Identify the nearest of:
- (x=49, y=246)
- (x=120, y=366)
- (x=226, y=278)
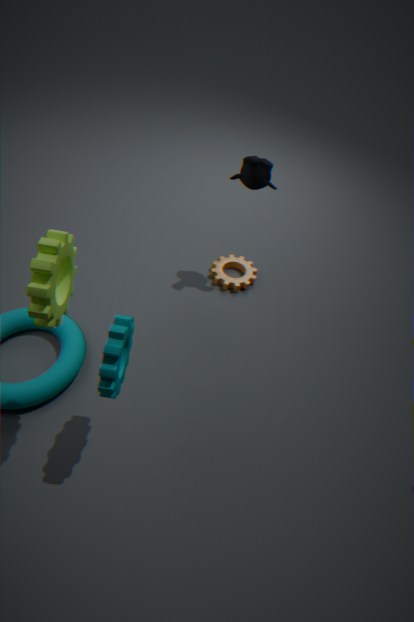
(x=49, y=246)
